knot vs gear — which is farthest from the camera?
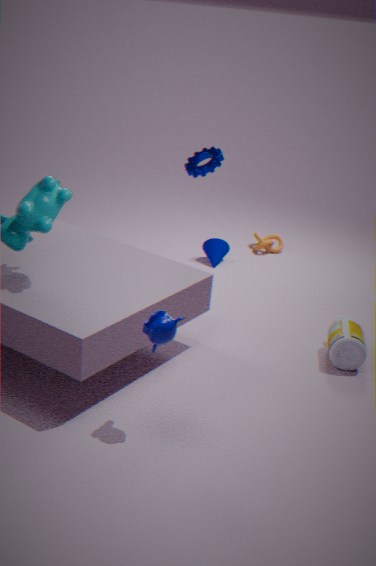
knot
